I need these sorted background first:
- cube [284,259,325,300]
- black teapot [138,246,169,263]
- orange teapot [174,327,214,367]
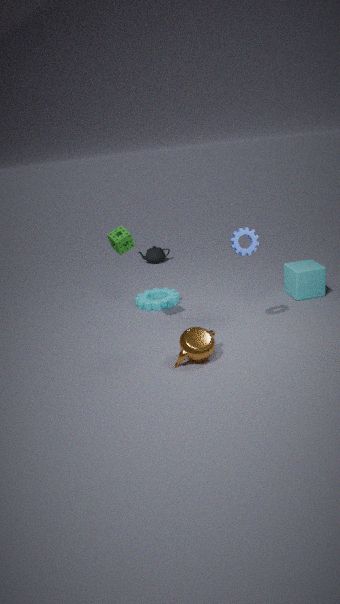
black teapot [138,246,169,263]
cube [284,259,325,300]
orange teapot [174,327,214,367]
